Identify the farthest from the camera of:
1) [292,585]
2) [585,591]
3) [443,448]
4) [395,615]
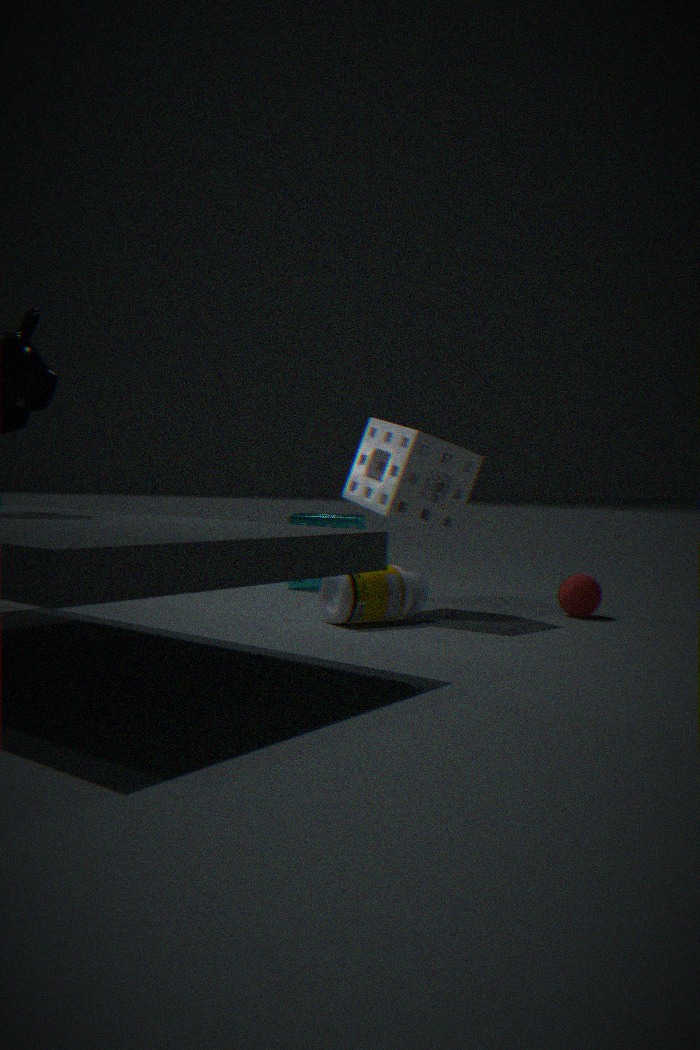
1. [292,585]
